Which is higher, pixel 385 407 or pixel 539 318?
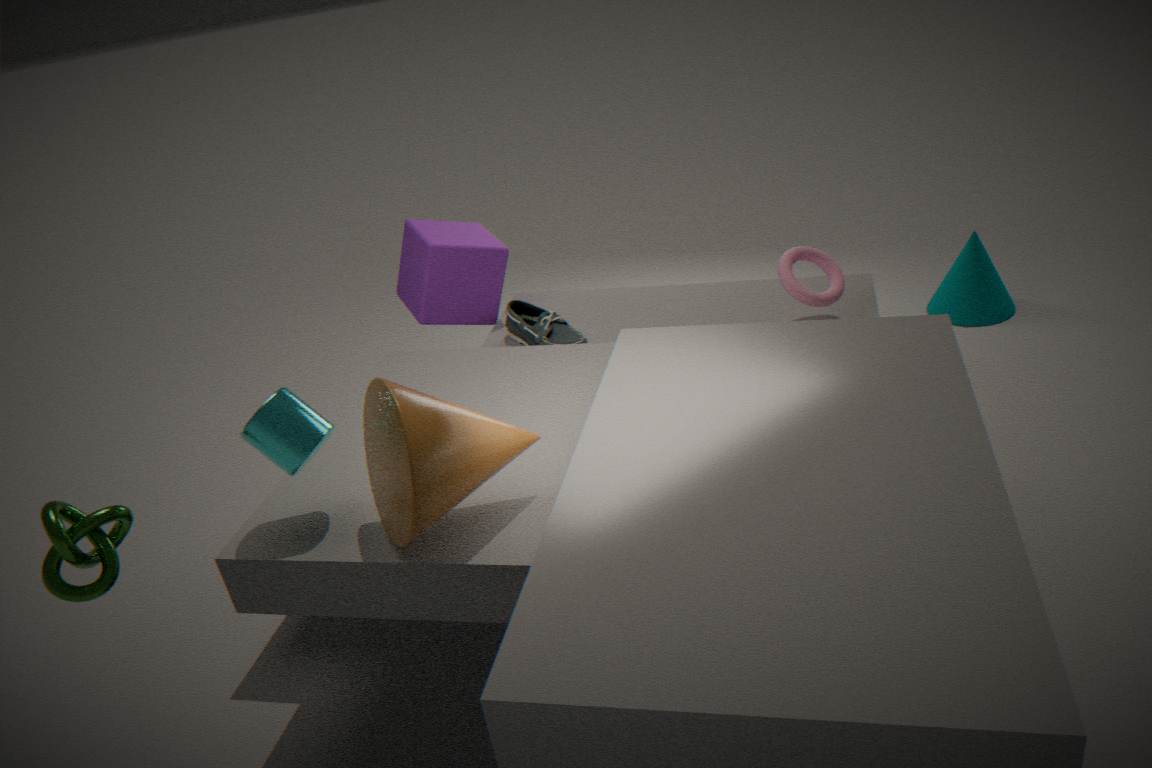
pixel 385 407
